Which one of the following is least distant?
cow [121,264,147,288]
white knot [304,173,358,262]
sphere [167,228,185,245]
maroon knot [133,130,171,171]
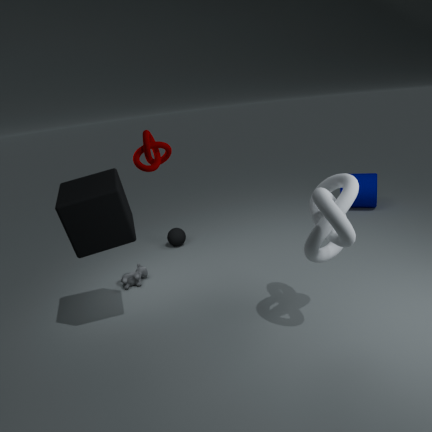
white knot [304,173,358,262]
